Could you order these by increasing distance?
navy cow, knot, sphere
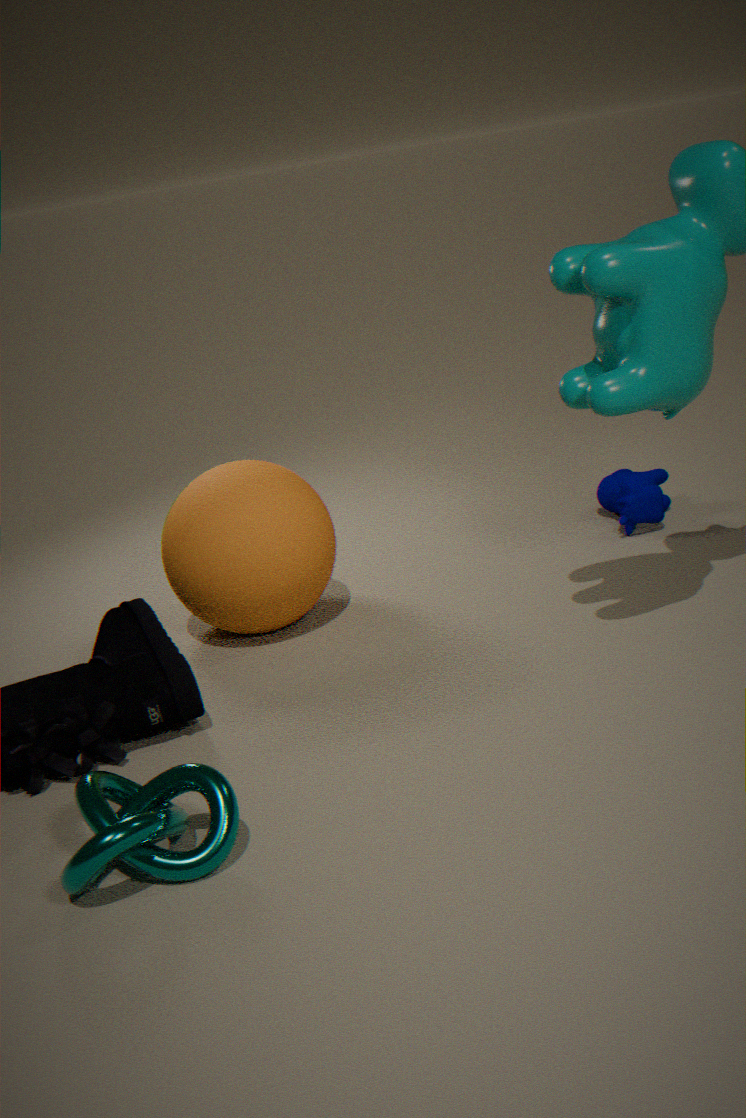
knot, sphere, navy cow
